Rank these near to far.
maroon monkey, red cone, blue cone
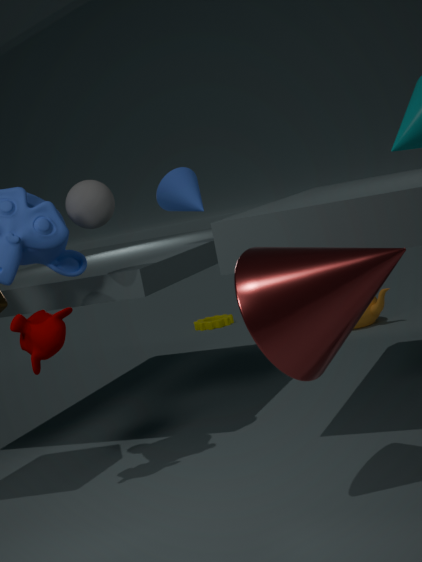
1. red cone
2. maroon monkey
3. blue cone
